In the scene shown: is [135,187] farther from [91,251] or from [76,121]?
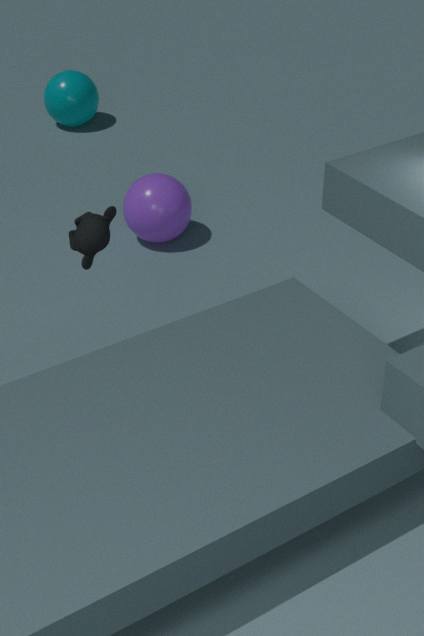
[76,121]
